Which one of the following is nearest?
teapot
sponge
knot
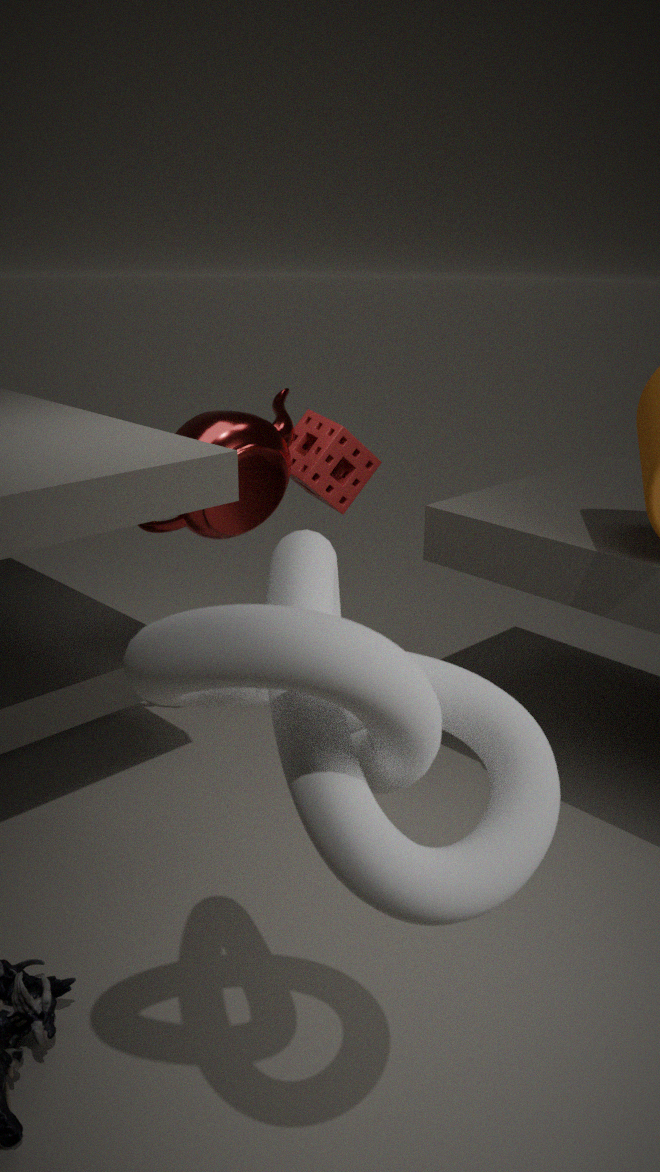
knot
